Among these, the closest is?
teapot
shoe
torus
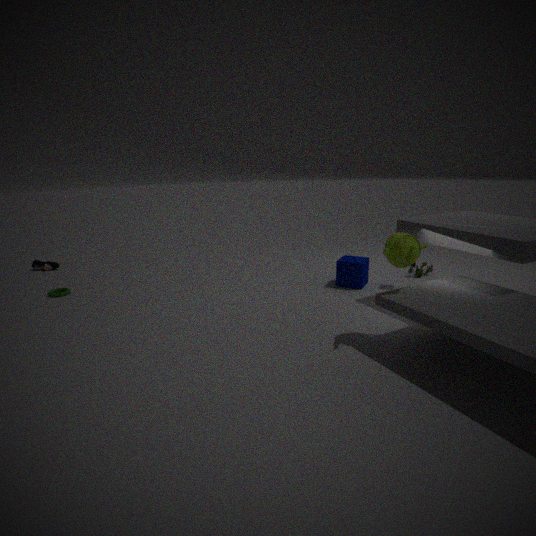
teapot
